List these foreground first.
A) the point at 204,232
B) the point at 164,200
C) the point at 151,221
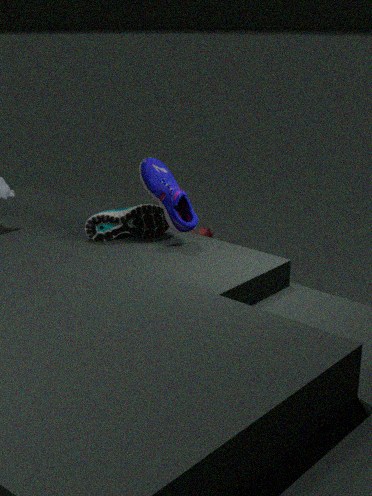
the point at 164,200, the point at 151,221, the point at 204,232
